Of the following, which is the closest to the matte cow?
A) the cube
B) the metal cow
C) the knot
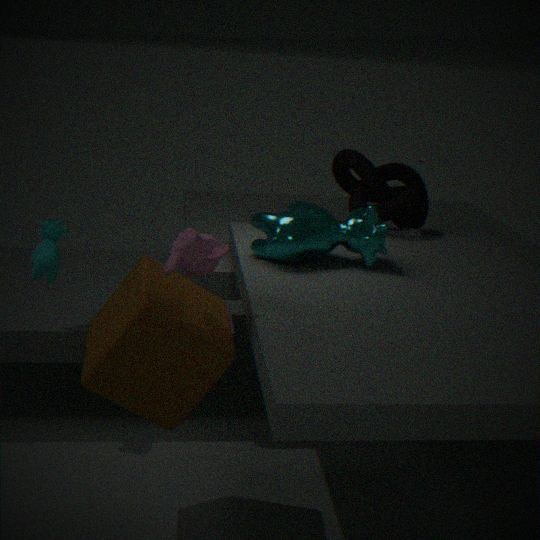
the cube
